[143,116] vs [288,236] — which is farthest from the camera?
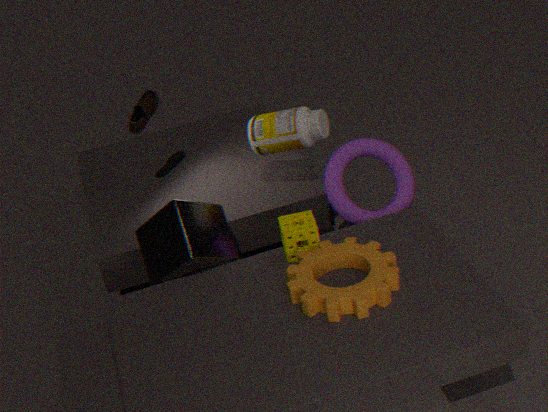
[143,116]
